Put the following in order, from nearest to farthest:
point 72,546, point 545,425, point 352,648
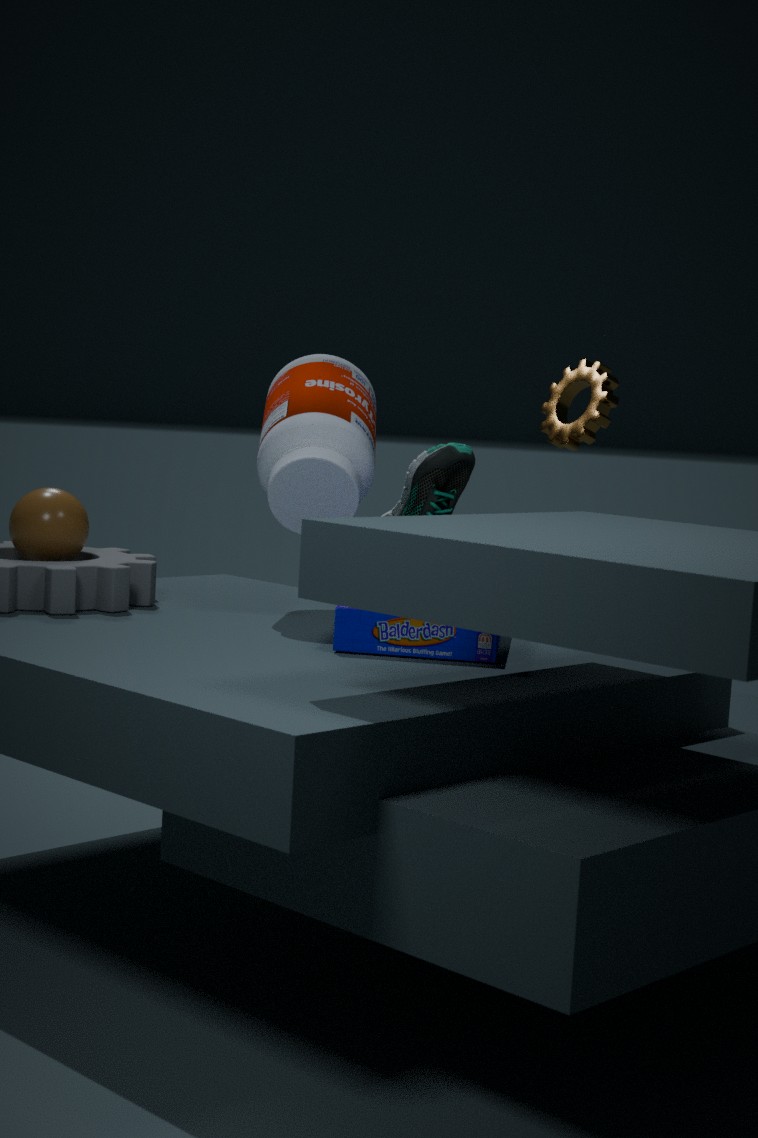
point 352,648 → point 72,546 → point 545,425
